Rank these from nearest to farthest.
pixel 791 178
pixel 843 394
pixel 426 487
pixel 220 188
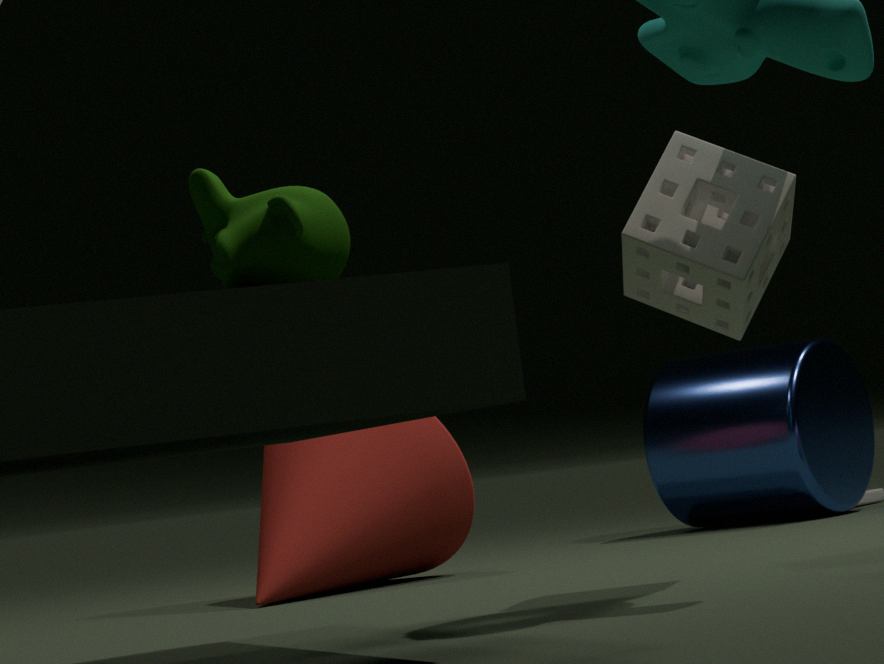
pixel 220 188
pixel 791 178
pixel 426 487
pixel 843 394
